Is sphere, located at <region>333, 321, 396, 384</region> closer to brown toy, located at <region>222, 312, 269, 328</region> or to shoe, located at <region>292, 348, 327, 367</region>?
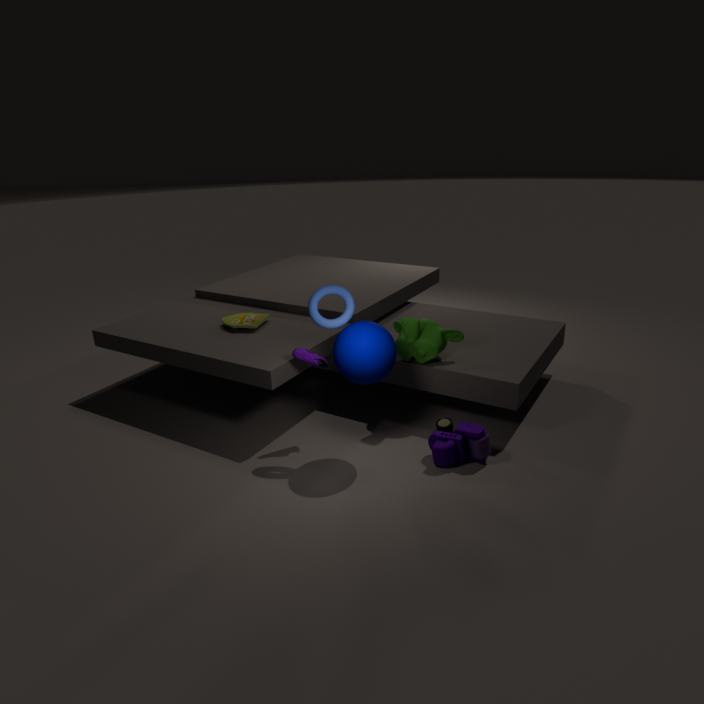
shoe, located at <region>292, 348, 327, 367</region>
